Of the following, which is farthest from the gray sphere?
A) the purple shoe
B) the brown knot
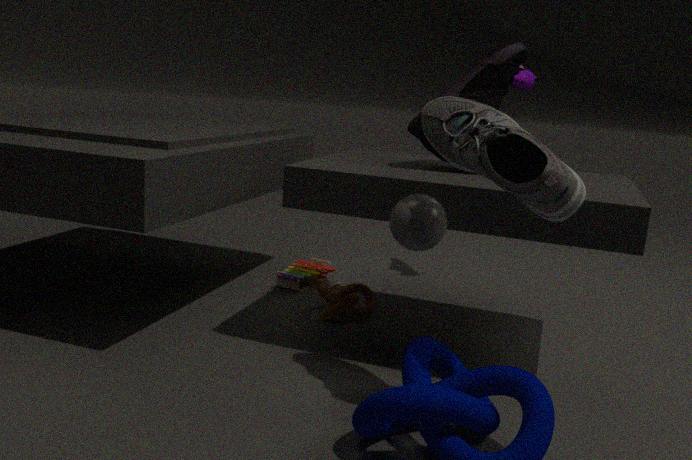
the purple shoe
